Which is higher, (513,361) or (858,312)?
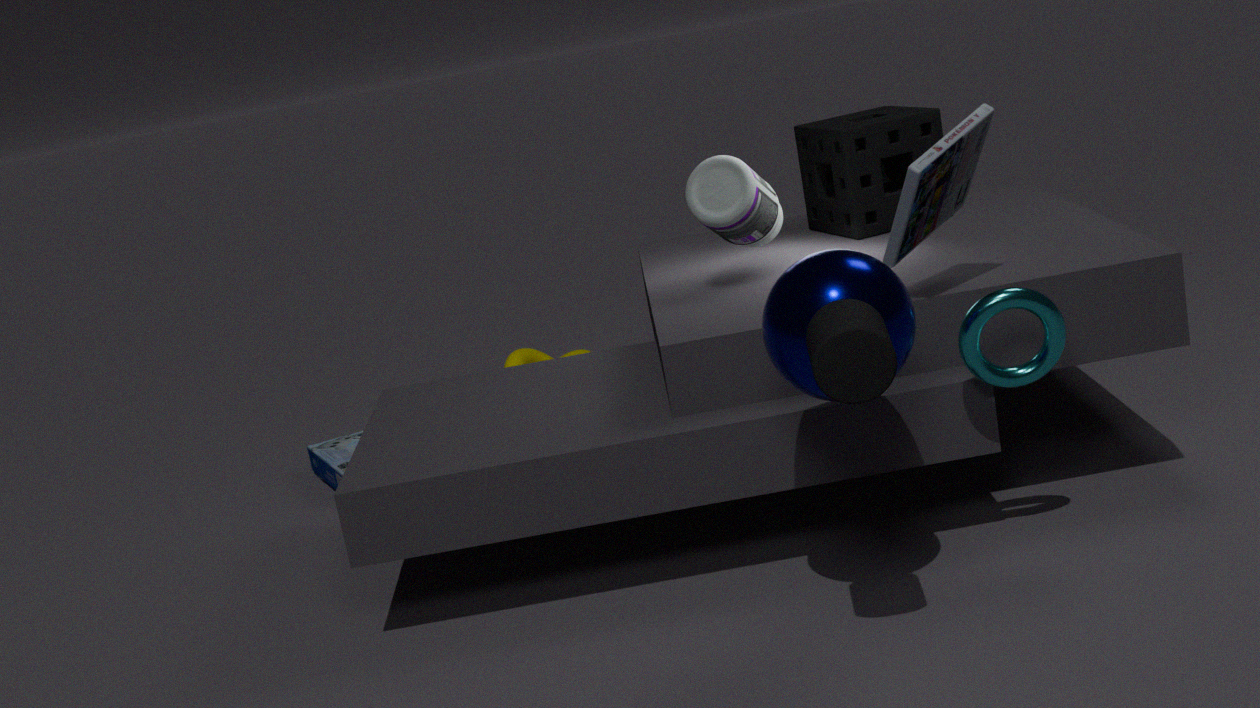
(858,312)
